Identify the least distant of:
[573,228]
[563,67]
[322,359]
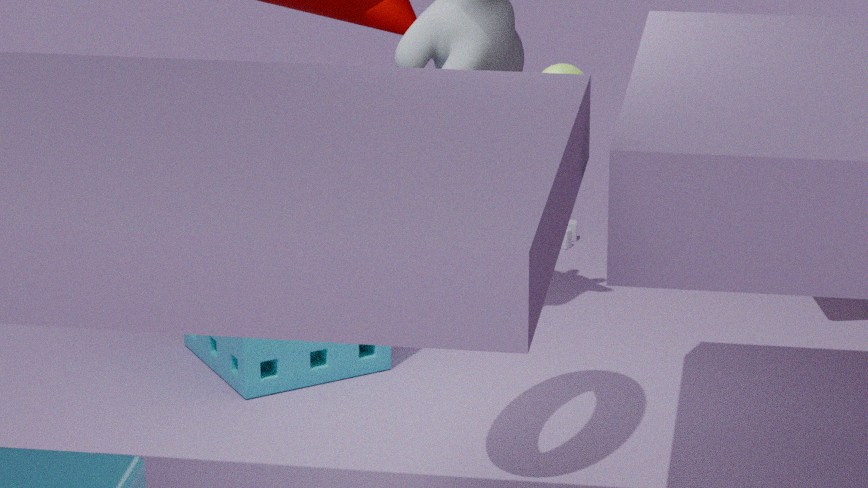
[563,67]
